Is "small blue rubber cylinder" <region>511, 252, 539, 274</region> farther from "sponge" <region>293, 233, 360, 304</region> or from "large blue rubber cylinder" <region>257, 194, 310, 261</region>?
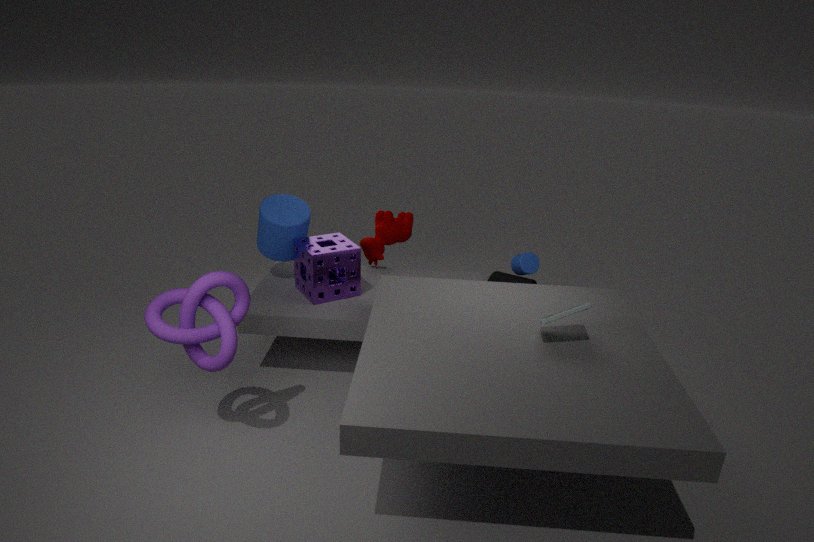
"large blue rubber cylinder" <region>257, 194, 310, 261</region>
